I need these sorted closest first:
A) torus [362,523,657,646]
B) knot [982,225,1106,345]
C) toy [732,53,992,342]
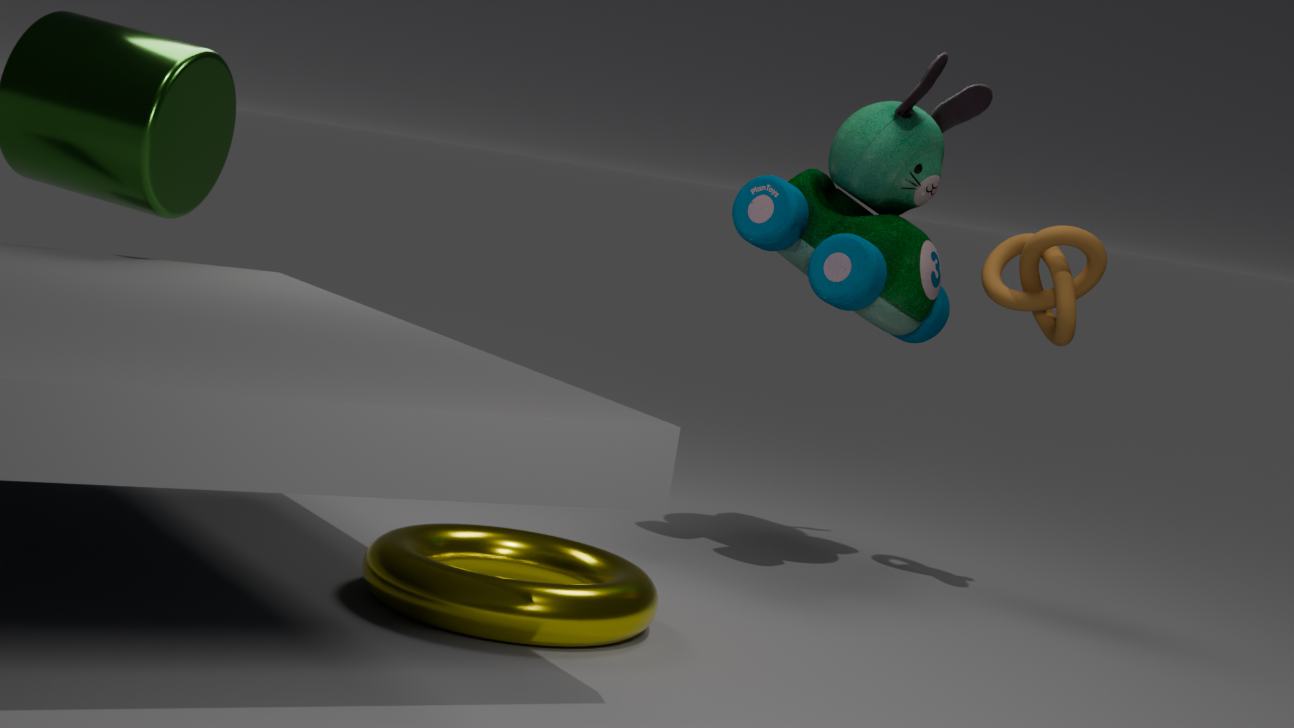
1. torus [362,523,657,646]
2. toy [732,53,992,342]
3. knot [982,225,1106,345]
